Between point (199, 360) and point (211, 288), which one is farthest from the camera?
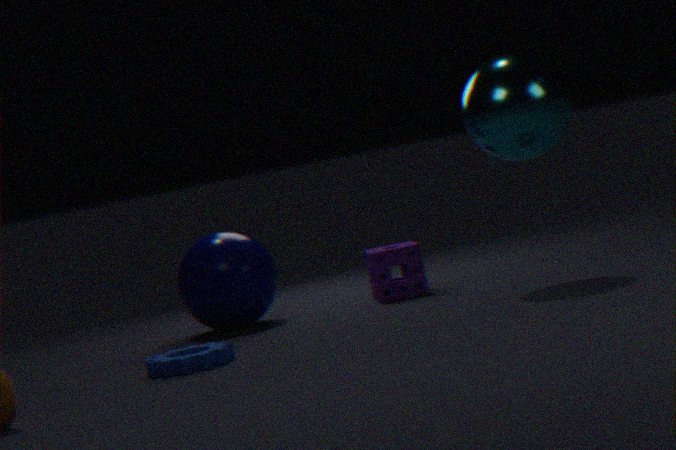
point (211, 288)
